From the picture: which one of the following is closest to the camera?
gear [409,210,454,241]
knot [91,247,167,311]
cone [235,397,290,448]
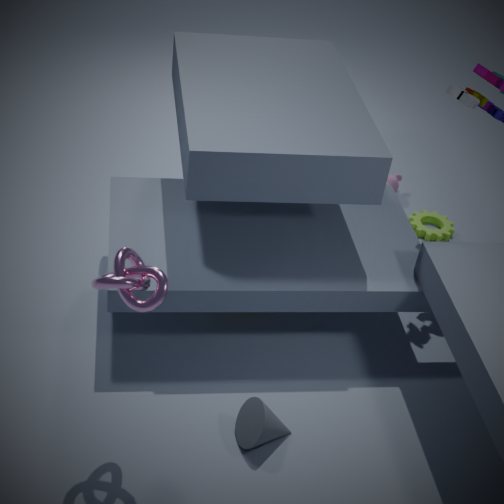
knot [91,247,167,311]
